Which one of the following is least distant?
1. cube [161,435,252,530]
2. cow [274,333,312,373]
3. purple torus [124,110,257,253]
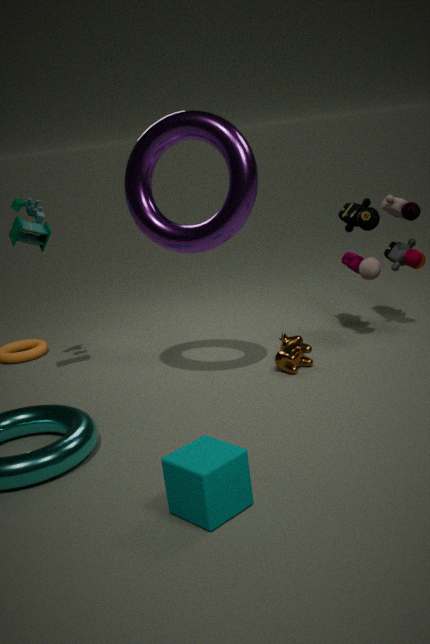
cube [161,435,252,530]
